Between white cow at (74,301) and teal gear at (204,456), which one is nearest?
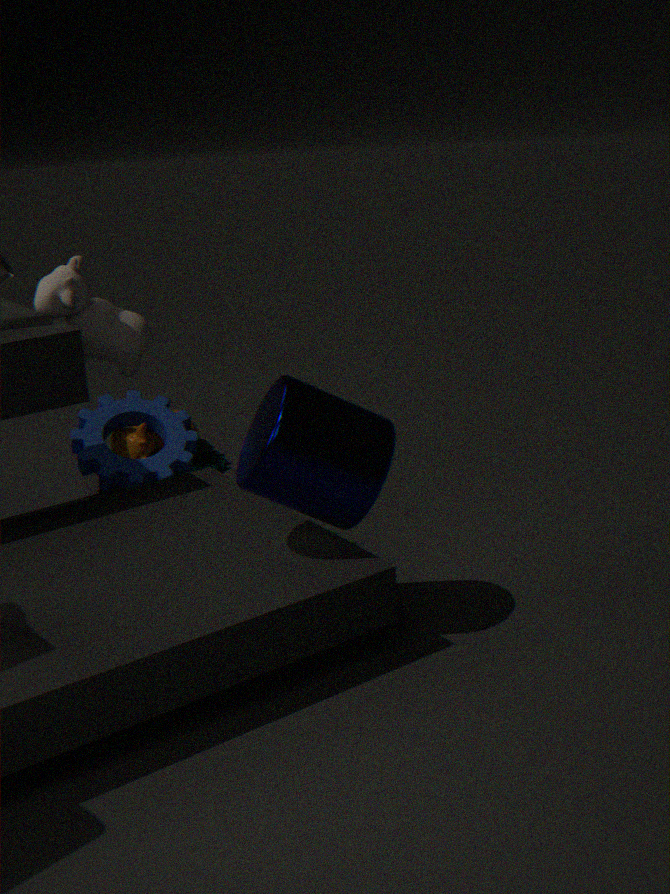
white cow at (74,301)
